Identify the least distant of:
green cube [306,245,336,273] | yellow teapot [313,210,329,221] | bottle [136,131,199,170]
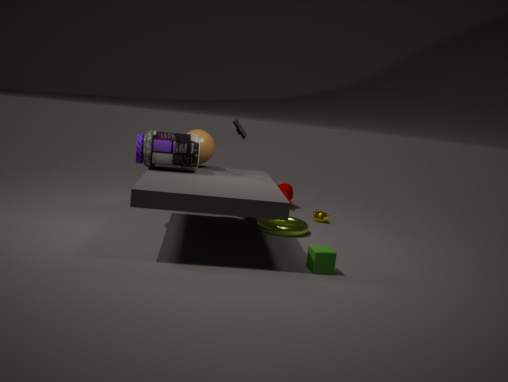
green cube [306,245,336,273]
